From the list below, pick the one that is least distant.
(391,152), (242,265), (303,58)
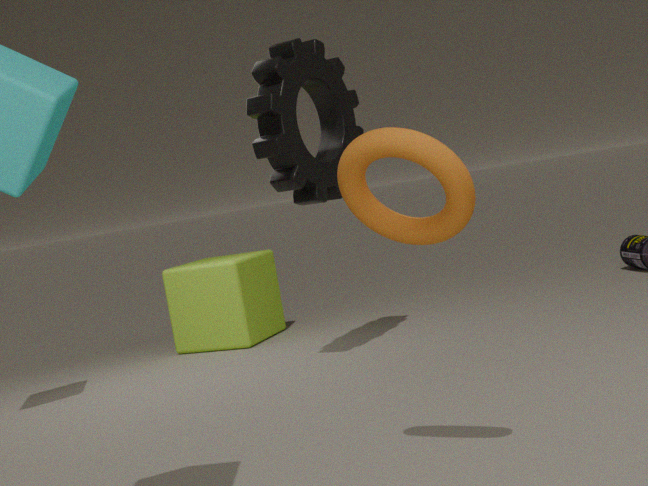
(391,152)
